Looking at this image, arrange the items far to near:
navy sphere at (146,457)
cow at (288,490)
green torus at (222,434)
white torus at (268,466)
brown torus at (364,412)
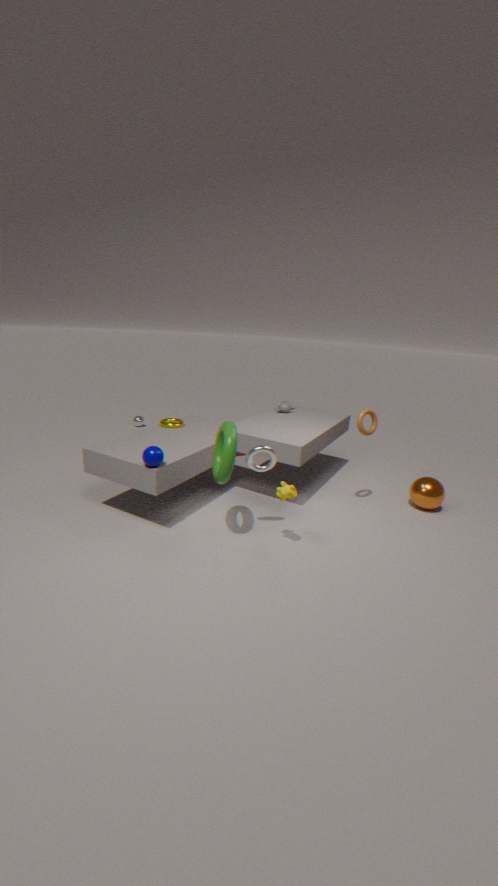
brown torus at (364,412), white torus at (268,466), navy sphere at (146,457), cow at (288,490), green torus at (222,434)
